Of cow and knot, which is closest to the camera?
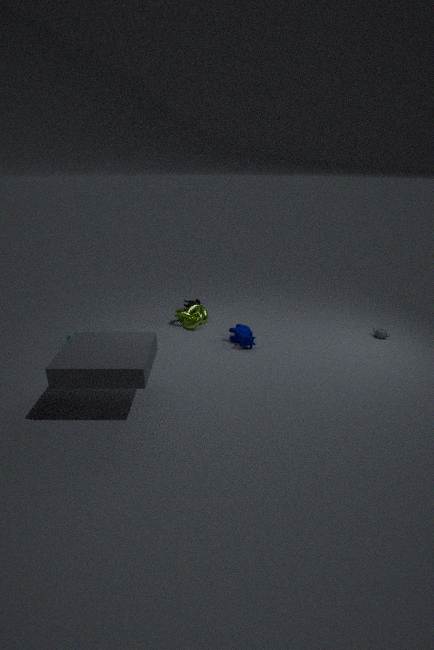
cow
